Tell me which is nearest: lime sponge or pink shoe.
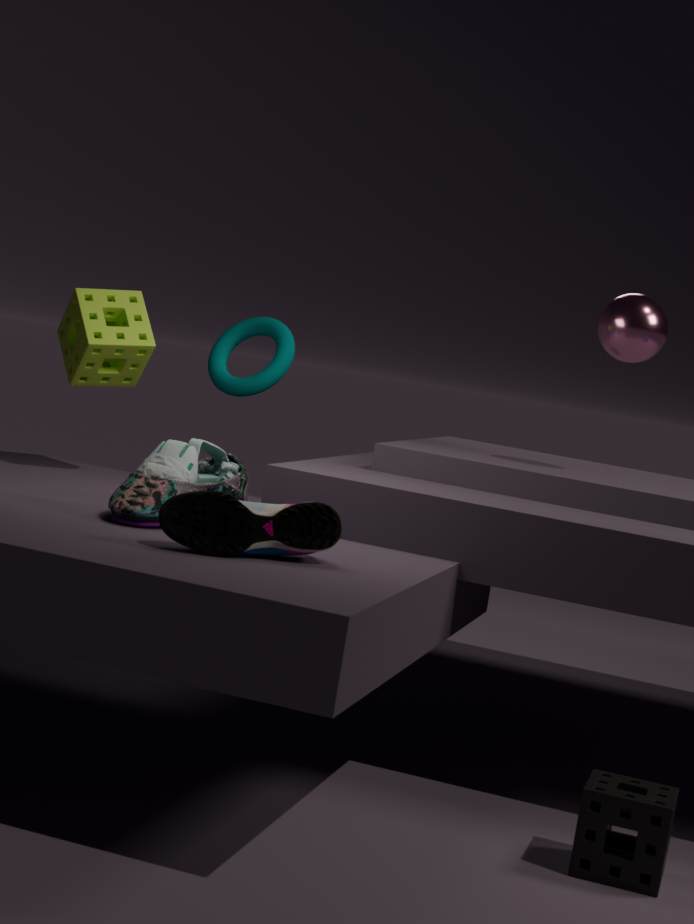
pink shoe
